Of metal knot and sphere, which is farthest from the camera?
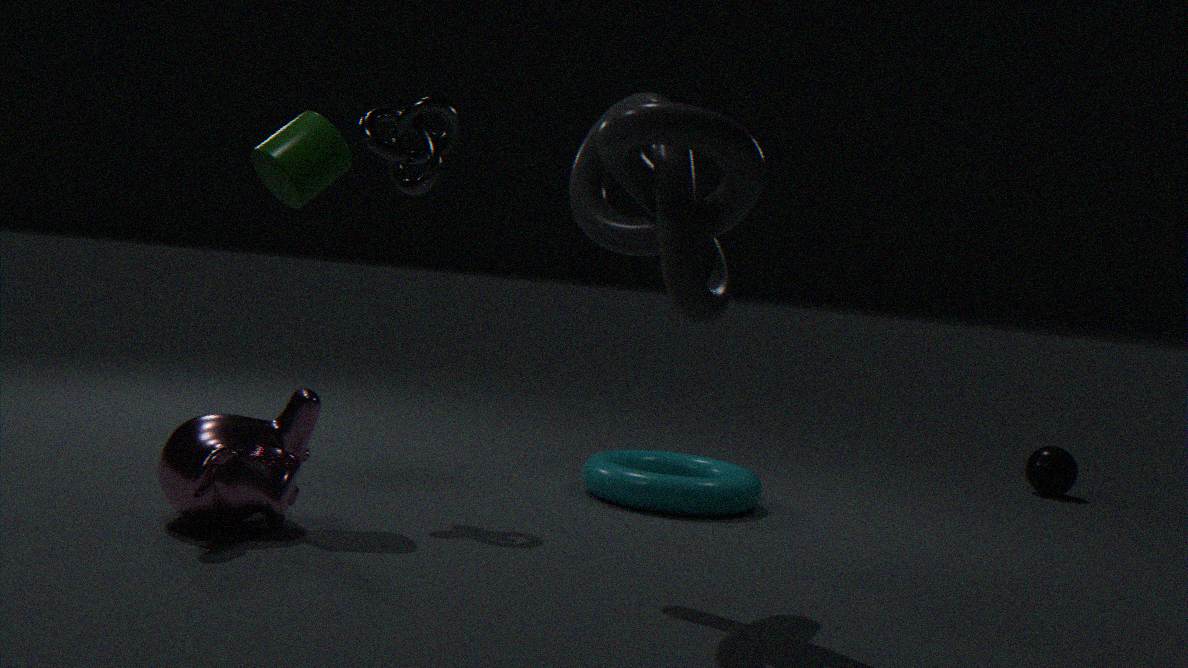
sphere
